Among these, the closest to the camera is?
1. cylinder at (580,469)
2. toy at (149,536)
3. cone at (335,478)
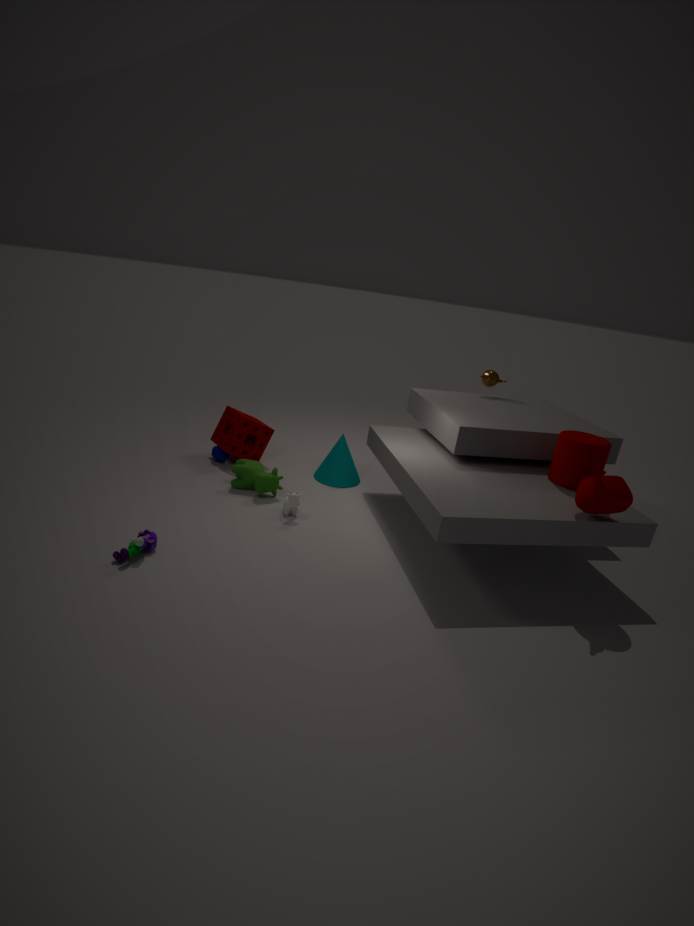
toy at (149,536)
